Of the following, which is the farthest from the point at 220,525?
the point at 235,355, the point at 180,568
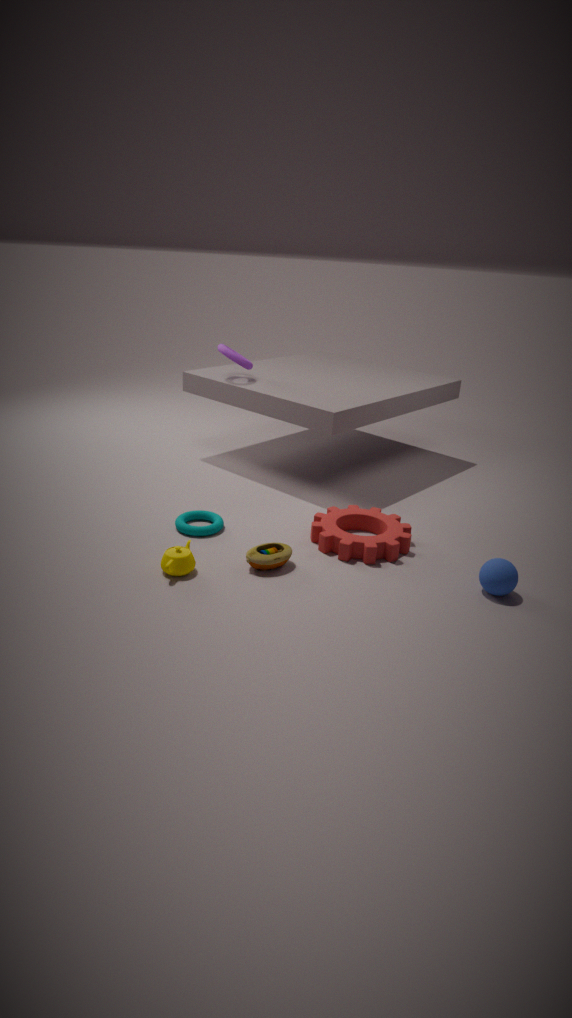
the point at 235,355
